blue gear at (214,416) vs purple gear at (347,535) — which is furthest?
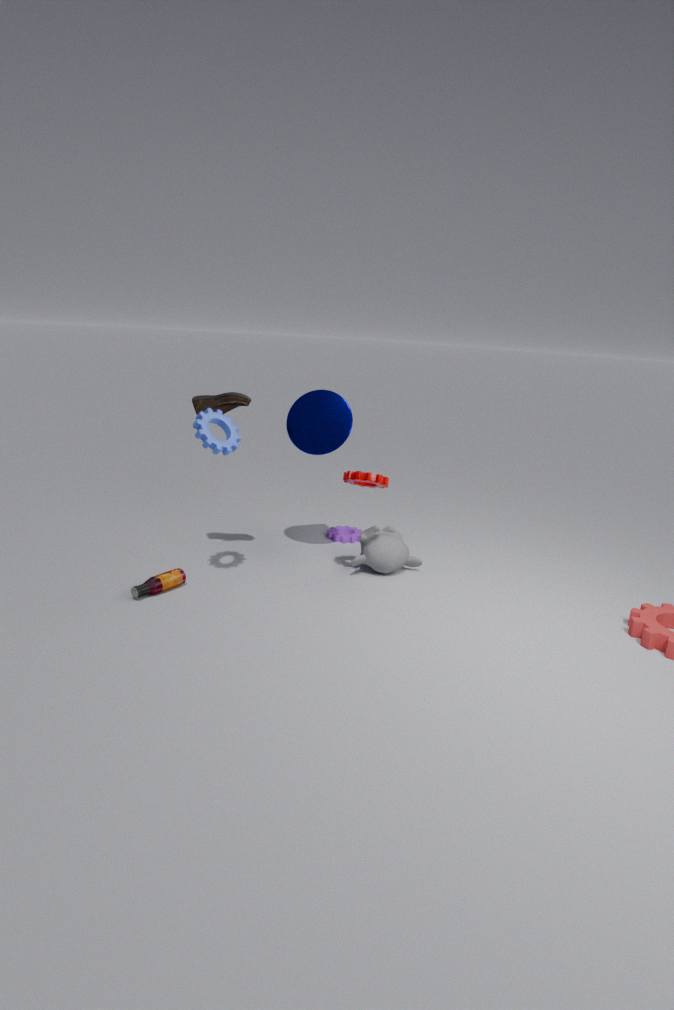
purple gear at (347,535)
